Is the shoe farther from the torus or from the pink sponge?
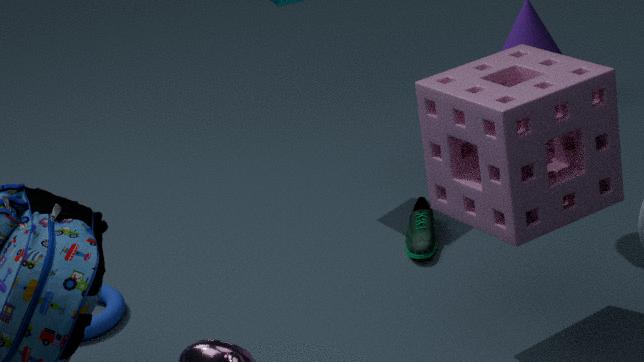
the torus
